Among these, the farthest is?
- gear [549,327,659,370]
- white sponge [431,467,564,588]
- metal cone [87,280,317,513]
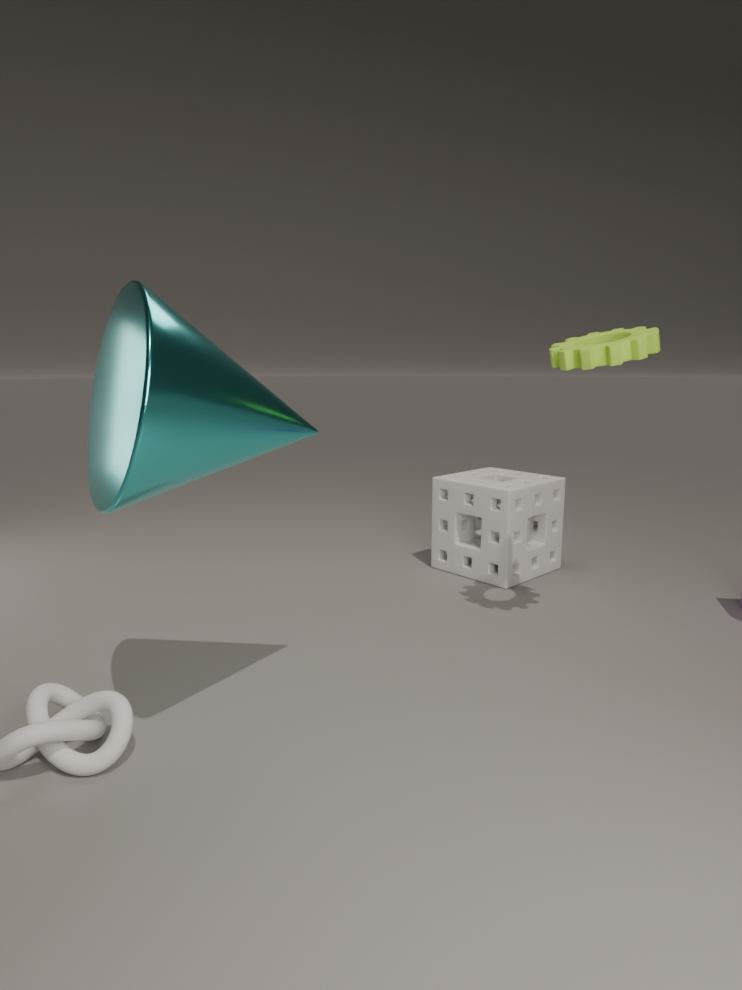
white sponge [431,467,564,588]
